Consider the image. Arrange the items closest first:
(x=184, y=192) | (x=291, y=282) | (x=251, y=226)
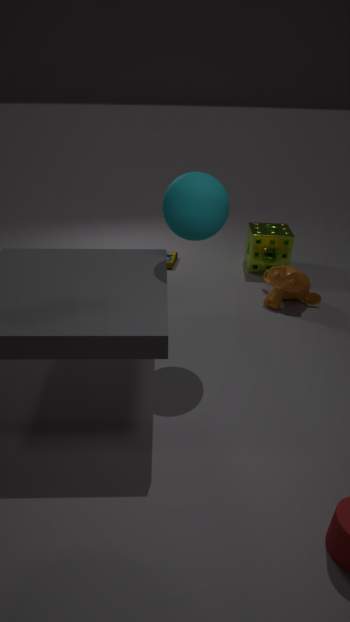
(x=184, y=192), (x=291, y=282), (x=251, y=226)
